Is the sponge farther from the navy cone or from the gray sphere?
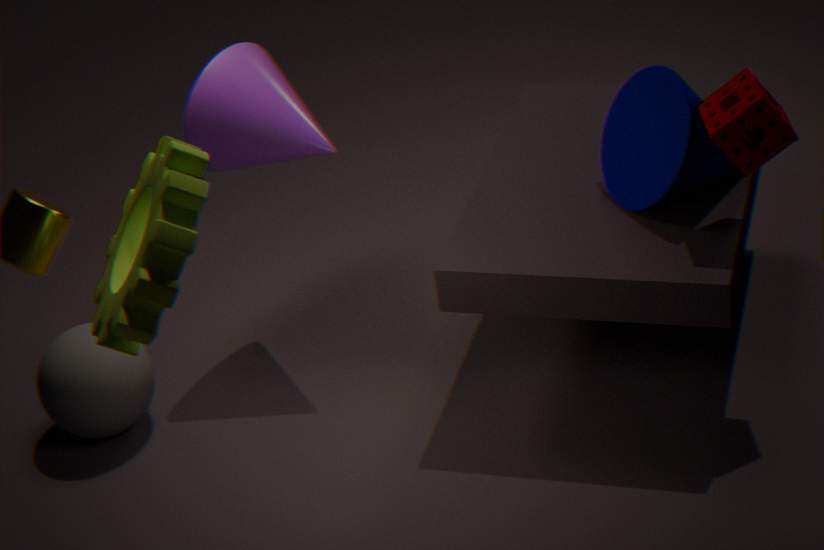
the gray sphere
